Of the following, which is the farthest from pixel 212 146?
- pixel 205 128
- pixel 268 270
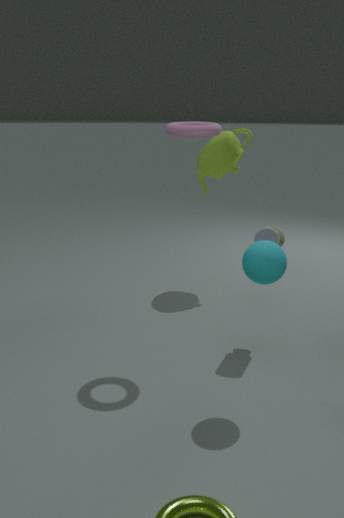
pixel 268 270
